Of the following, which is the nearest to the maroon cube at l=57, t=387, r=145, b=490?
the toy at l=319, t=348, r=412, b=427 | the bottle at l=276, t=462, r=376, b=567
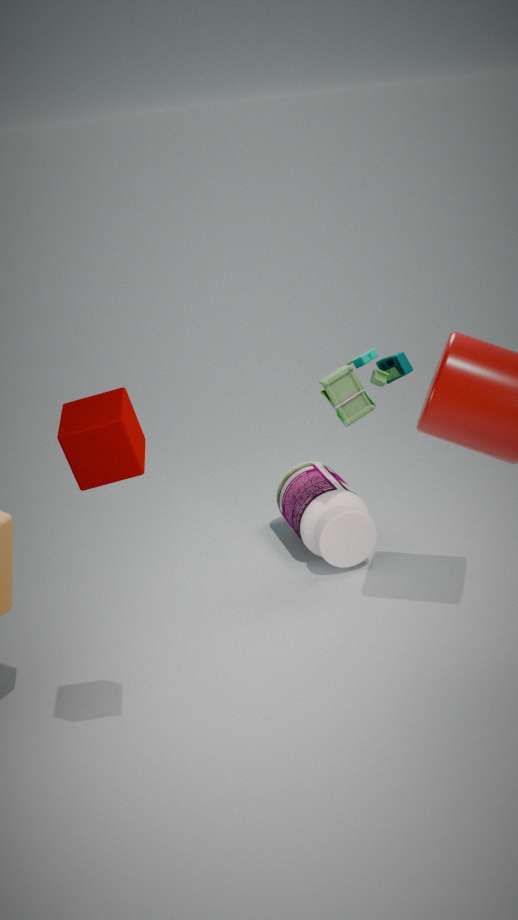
the toy at l=319, t=348, r=412, b=427
